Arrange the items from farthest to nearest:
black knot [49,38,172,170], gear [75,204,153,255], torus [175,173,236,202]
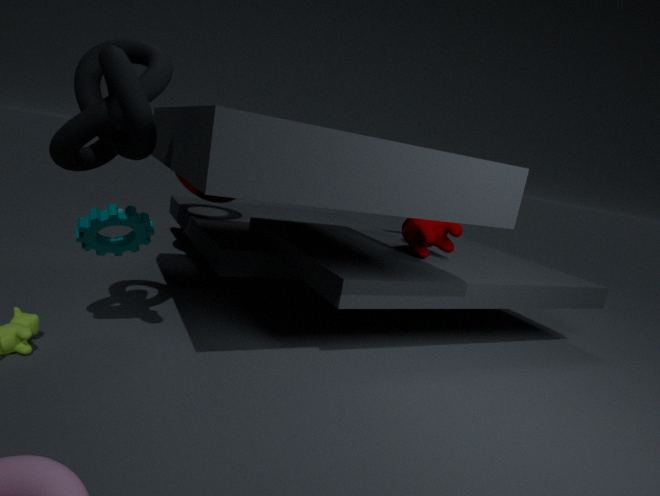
torus [175,173,236,202] < gear [75,204,153,255] < black knot [49,38,172,170]
